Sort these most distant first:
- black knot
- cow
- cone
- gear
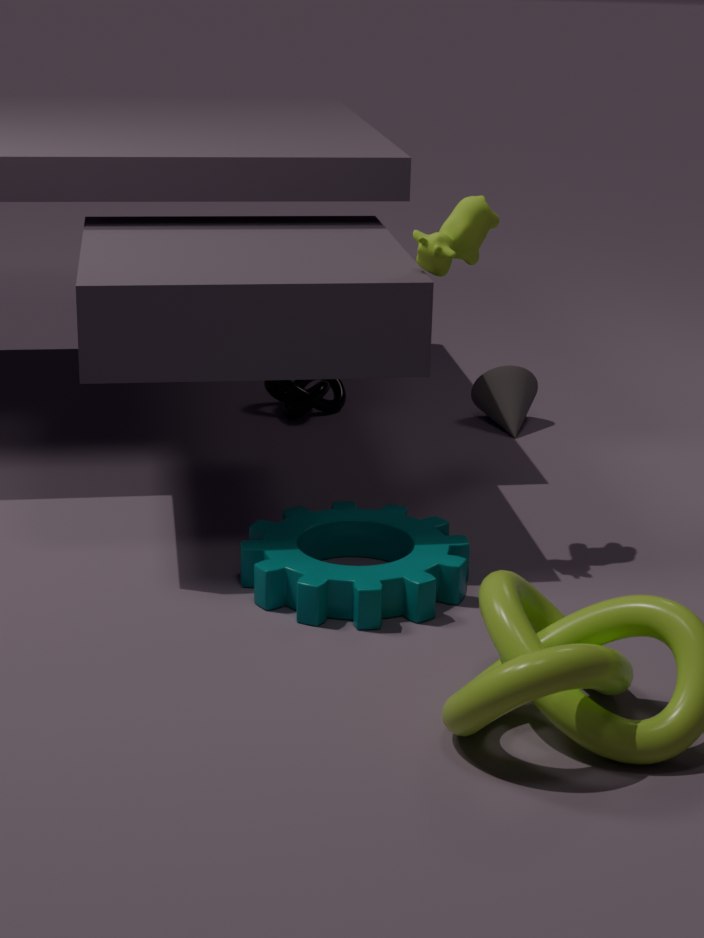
black knot
cone
cow
gear
